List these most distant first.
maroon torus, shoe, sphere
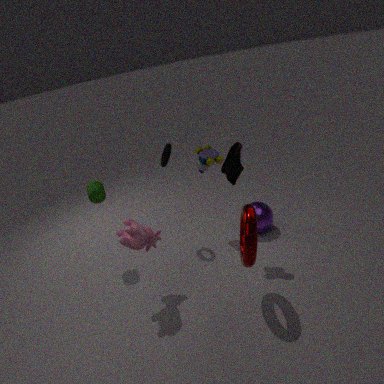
1. sphere
2. shoe
3. maroon torus
